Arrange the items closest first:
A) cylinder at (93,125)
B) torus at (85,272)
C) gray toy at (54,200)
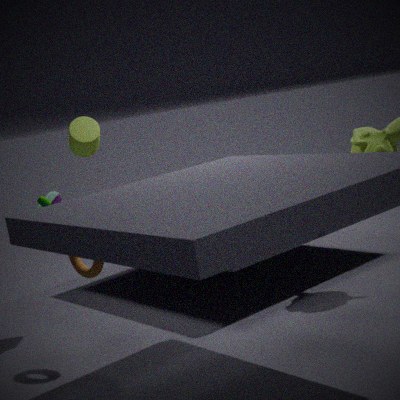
torus at (85,272)
gray toy at (54,200)
cylinder at (93,125)
